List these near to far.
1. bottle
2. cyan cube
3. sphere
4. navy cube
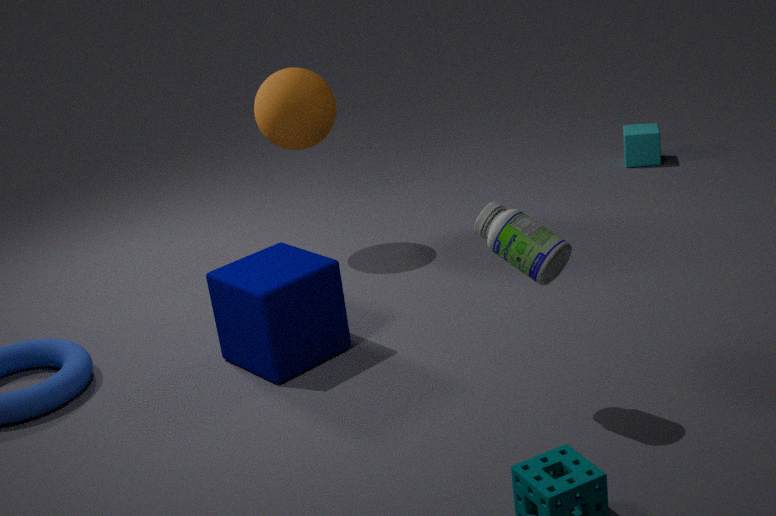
bottle, navy cube, sphere, cyan cube
